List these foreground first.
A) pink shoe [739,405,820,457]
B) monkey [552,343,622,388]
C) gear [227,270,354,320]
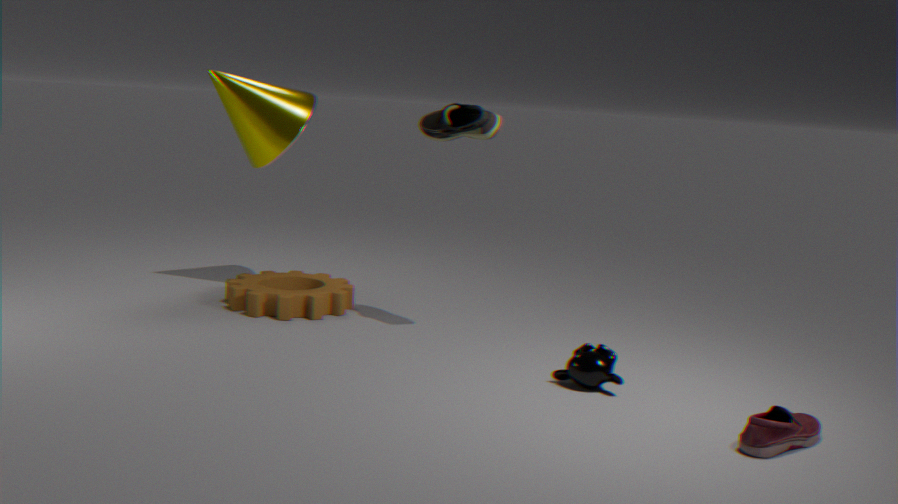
pink shoe [739,405,820,457] < monkey [552,343,622,388] < gear [227,270,354,320]
